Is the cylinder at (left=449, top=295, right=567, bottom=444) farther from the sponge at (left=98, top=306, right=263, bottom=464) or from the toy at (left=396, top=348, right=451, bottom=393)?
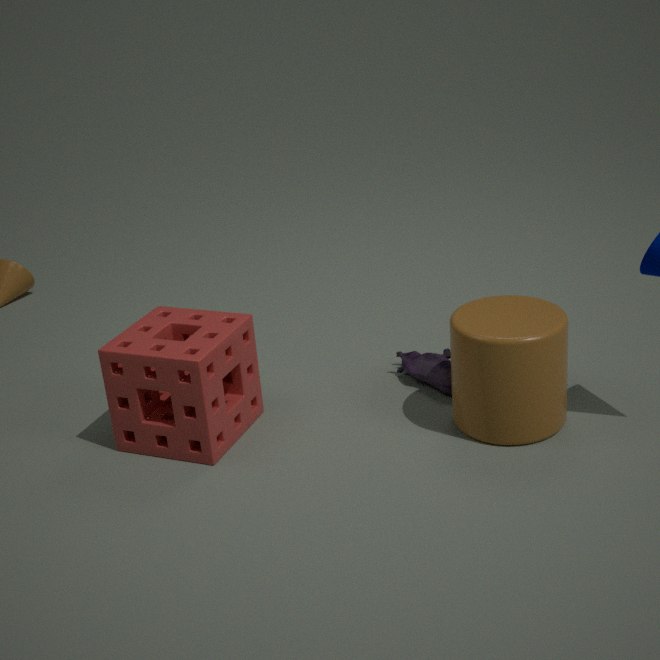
the sponge at (left=98, top=306, right=263, bottom=464)
